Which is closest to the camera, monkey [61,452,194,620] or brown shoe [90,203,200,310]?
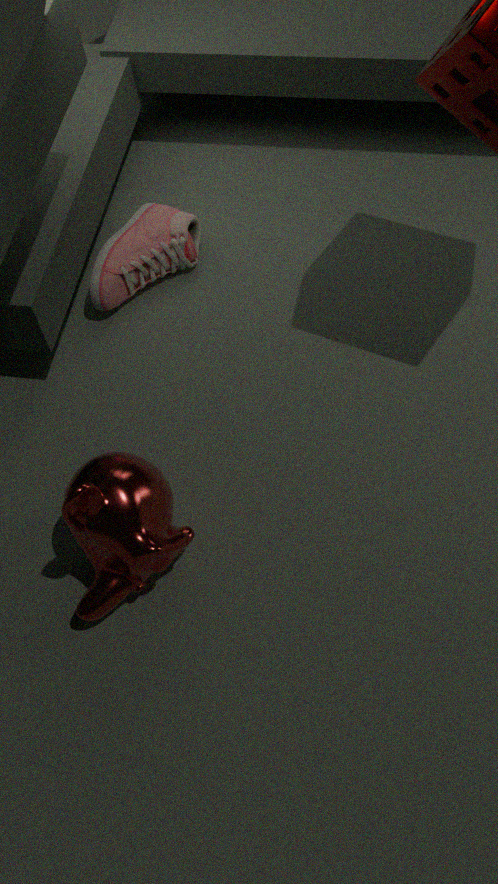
monkey [61,452,194,620]
